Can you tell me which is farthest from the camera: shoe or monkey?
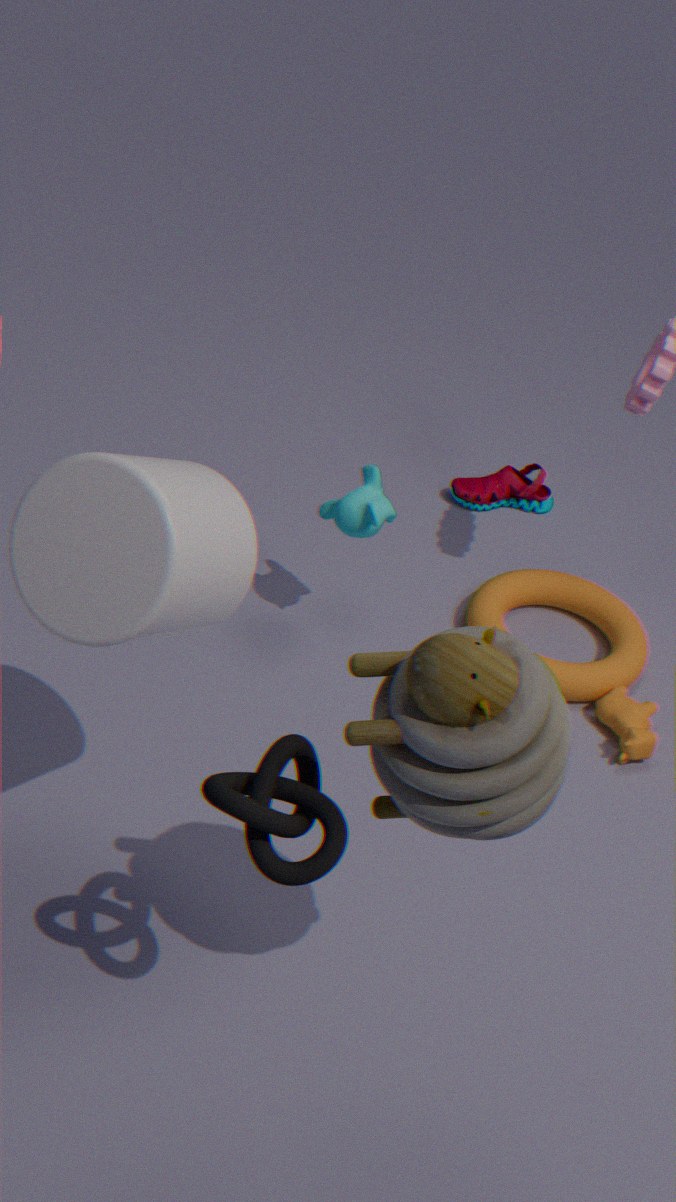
shoe
